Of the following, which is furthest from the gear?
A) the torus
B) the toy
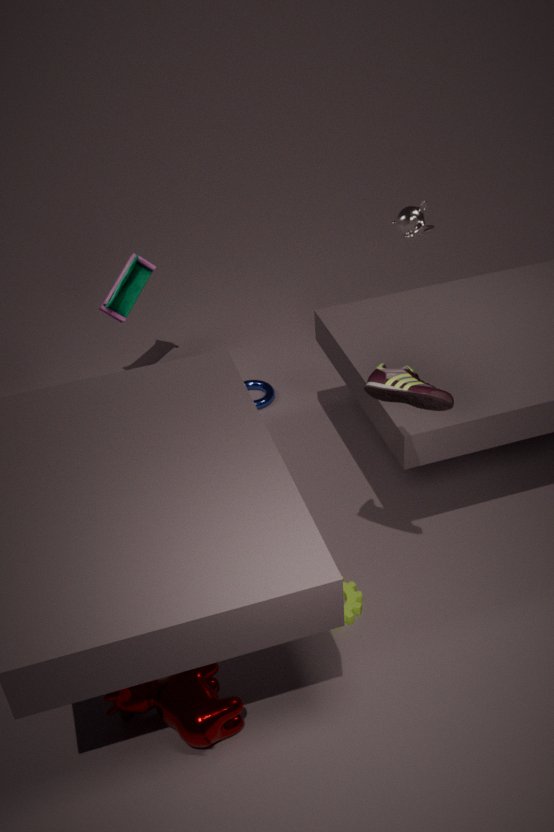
the toy
